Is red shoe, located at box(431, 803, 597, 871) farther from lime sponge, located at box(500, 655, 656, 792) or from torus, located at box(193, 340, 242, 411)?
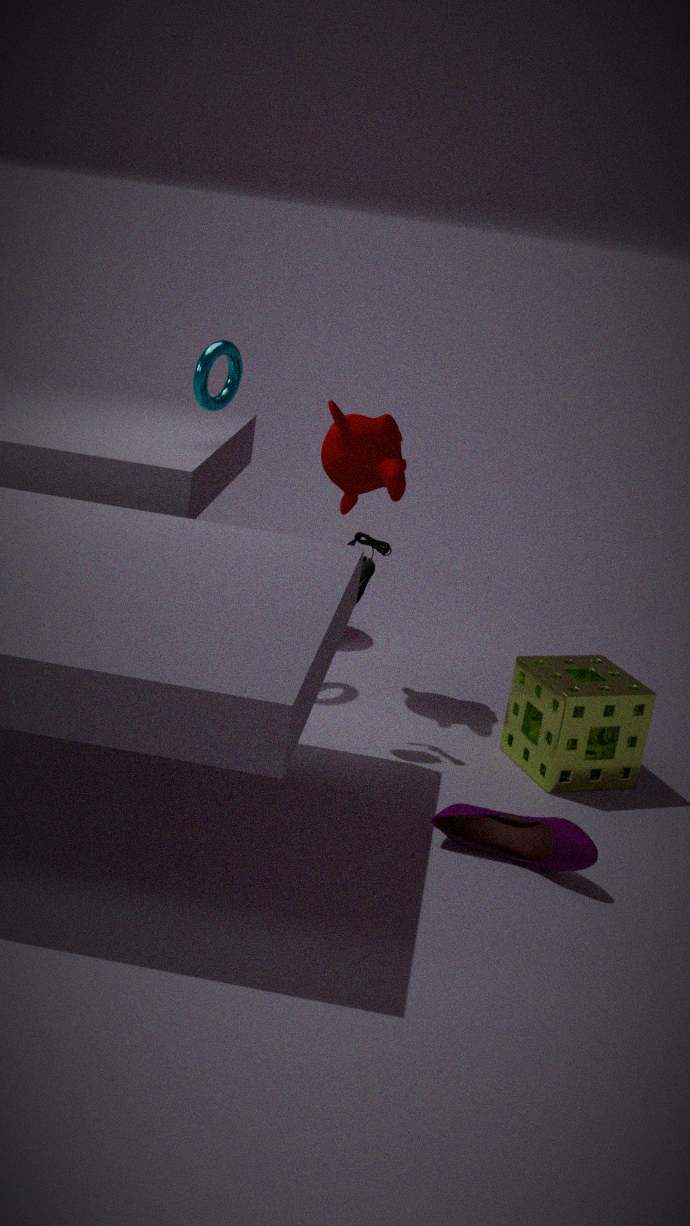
torus, located at box(193, 340, 242, 411)
